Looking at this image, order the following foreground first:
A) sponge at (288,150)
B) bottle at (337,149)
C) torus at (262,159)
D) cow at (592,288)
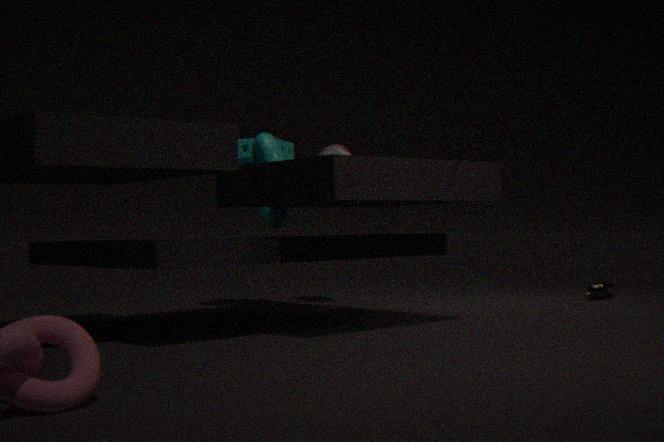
1. torus at (262,159)
2. sponge at (288,150)
3. cow at (592,288)
4. bottle at (337,149)
